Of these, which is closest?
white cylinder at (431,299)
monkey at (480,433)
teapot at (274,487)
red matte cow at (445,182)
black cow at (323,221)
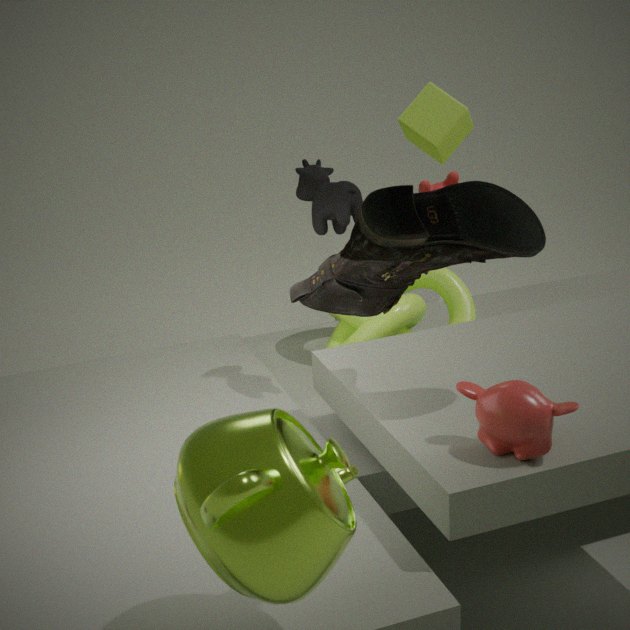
teapot at (274,487)
